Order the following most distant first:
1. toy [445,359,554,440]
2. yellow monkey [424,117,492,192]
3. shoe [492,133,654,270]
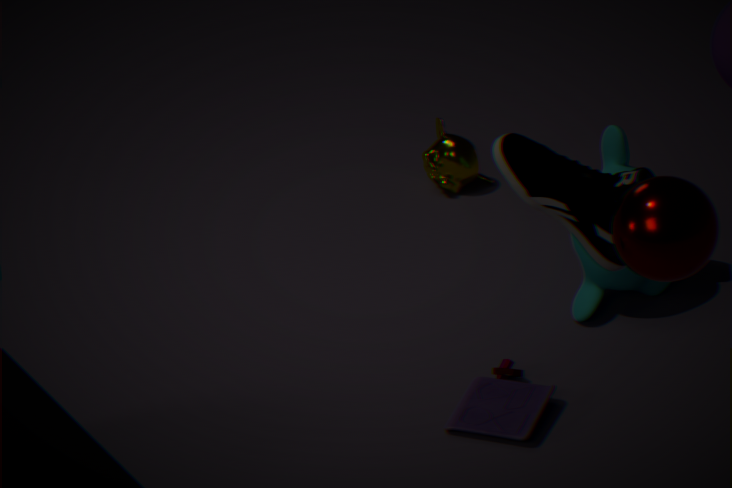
yellow monkey [424,117,492,192], toy [445,359,554,440], shoe [492,133,654,270]
